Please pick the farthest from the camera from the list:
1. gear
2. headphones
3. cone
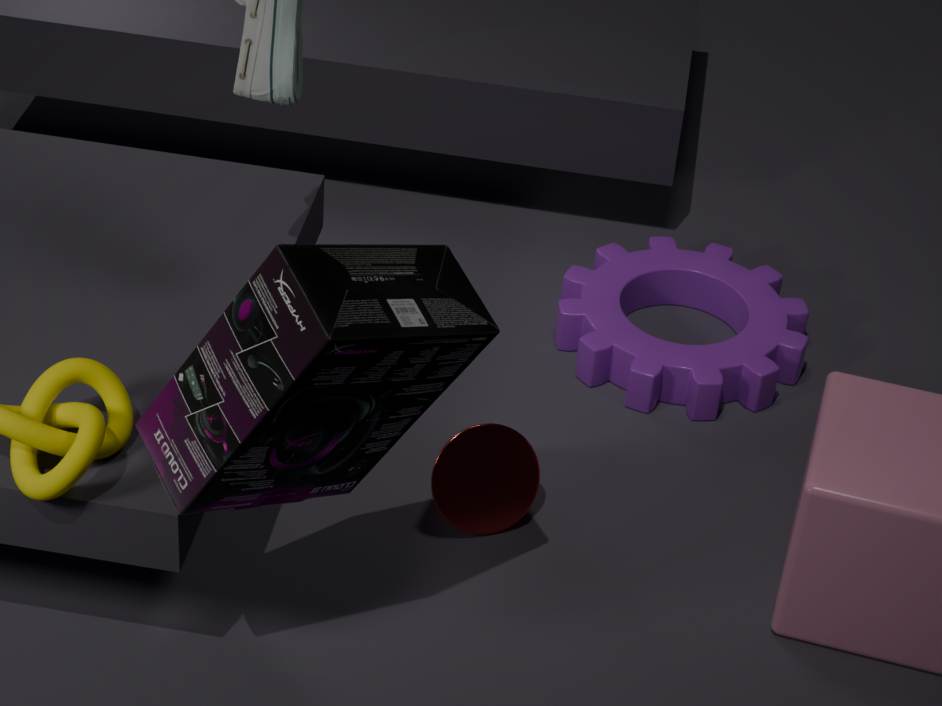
gear
